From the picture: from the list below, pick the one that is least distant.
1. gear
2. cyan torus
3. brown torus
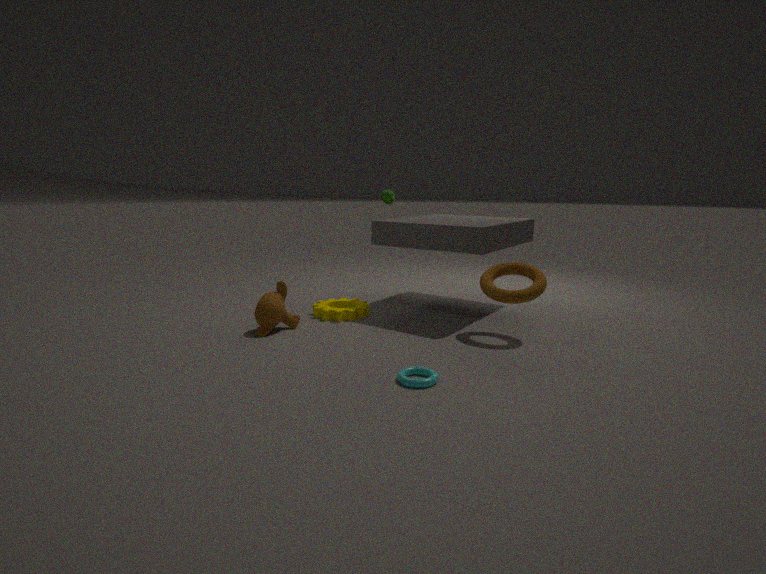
cyan torus
